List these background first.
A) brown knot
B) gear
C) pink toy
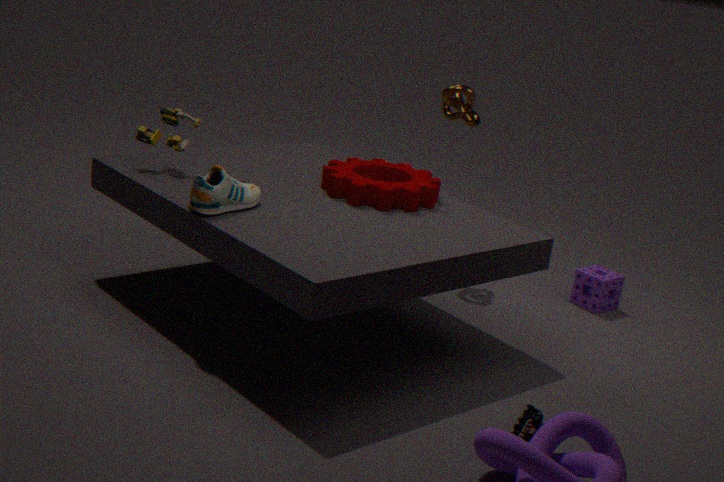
brown knot
gear
pink toy
